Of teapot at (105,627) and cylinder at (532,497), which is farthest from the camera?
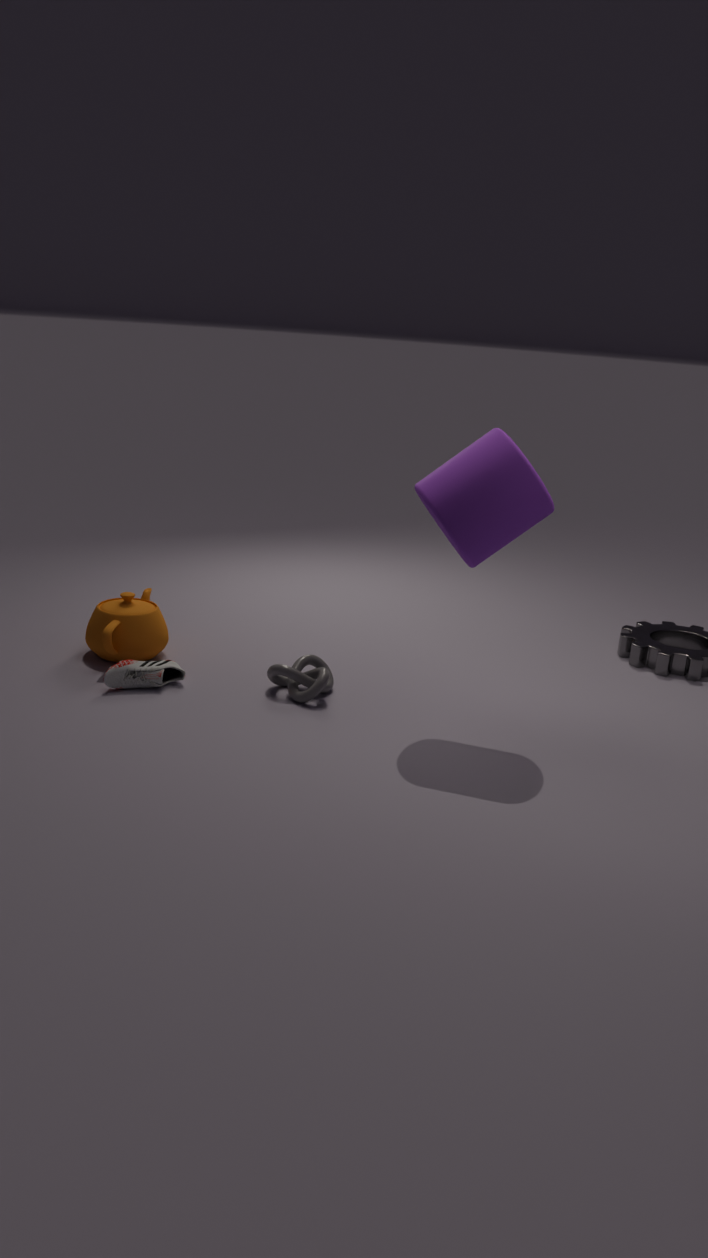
teapot at (105,627)
